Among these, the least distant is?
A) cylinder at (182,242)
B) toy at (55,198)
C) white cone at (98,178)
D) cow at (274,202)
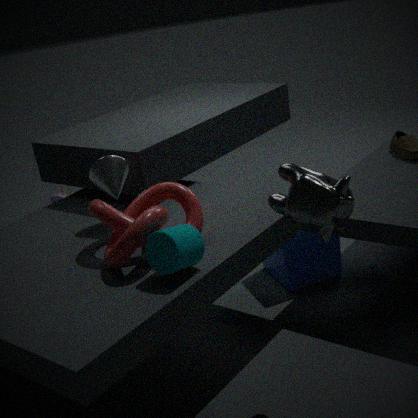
cow at (274,202)
